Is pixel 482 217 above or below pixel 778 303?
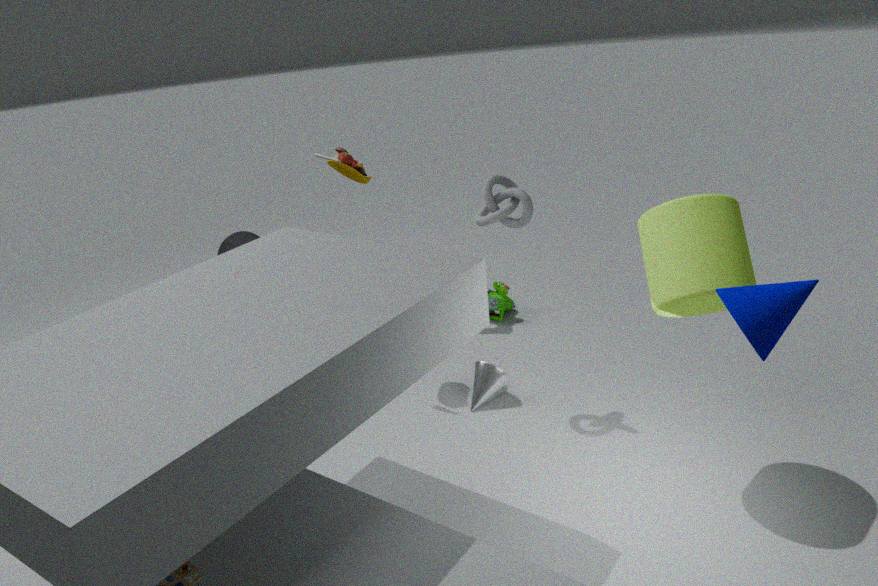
below
